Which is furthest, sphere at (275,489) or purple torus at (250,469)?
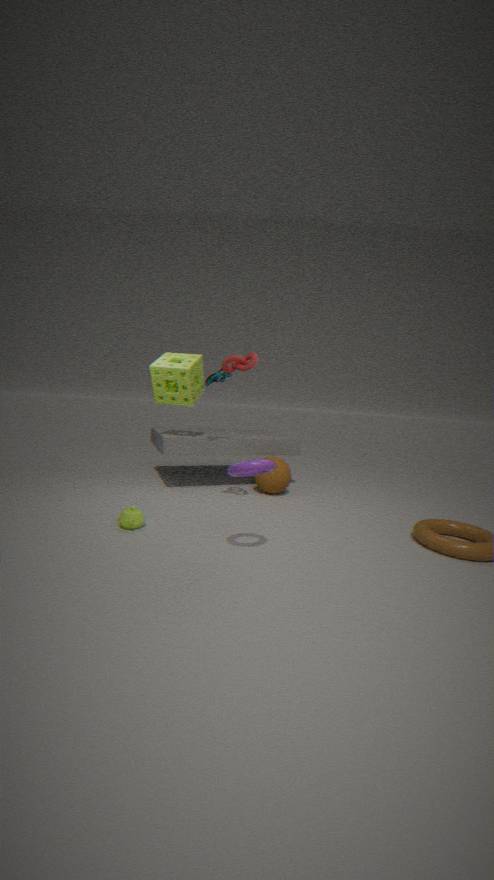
sphere at (275,489)
